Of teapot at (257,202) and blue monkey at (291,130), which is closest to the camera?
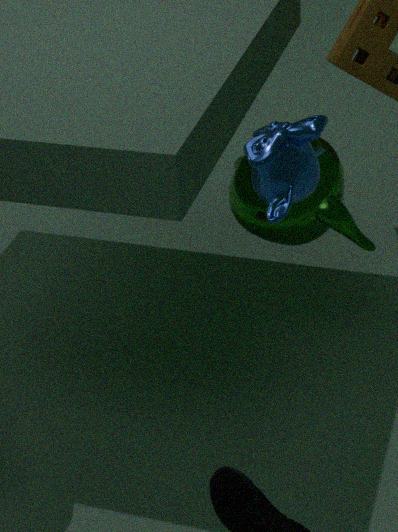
blue monkey at (291,130)
